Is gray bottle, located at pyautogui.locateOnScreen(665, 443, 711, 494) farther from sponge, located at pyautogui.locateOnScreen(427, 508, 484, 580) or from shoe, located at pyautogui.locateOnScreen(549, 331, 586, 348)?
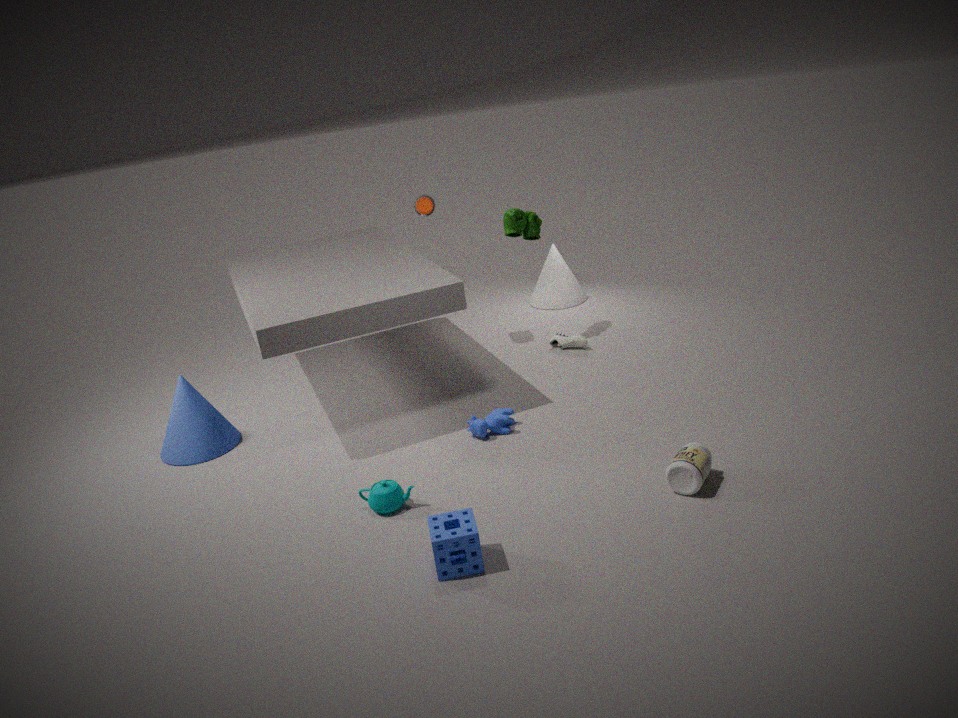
shoe, located at pyautogui.locateOnScreen(549, 331, 586, 348)
